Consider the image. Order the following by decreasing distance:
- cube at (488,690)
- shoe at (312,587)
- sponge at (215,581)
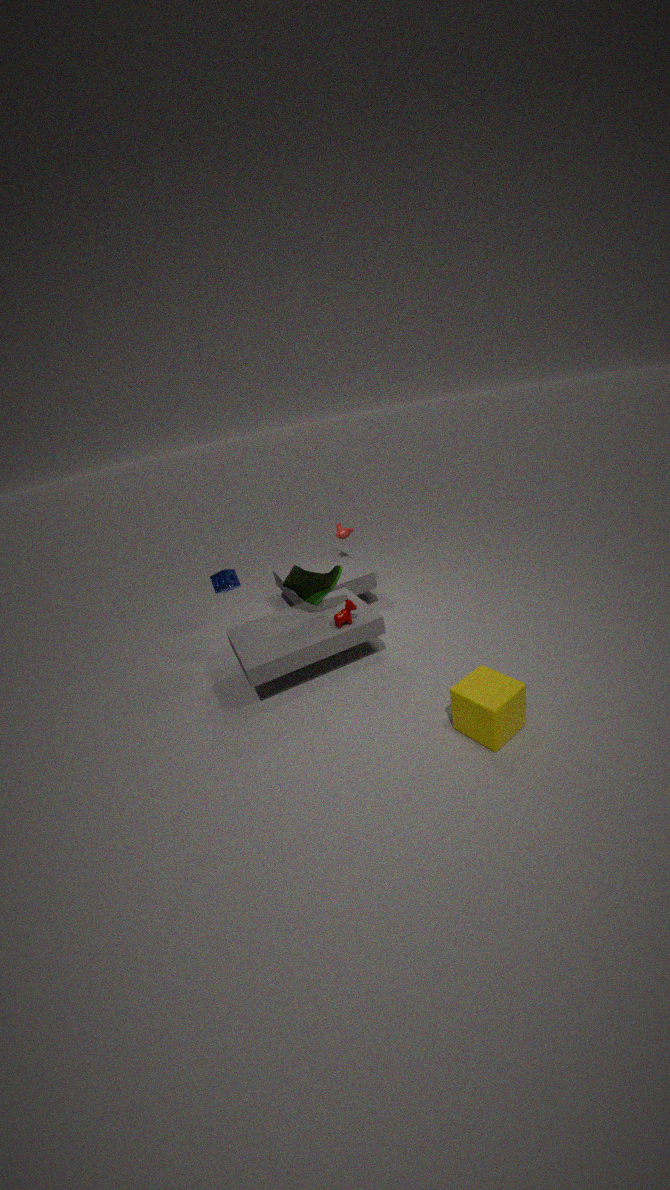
sponge at (215,581), shoe at (312,587), cube at (488,690)
